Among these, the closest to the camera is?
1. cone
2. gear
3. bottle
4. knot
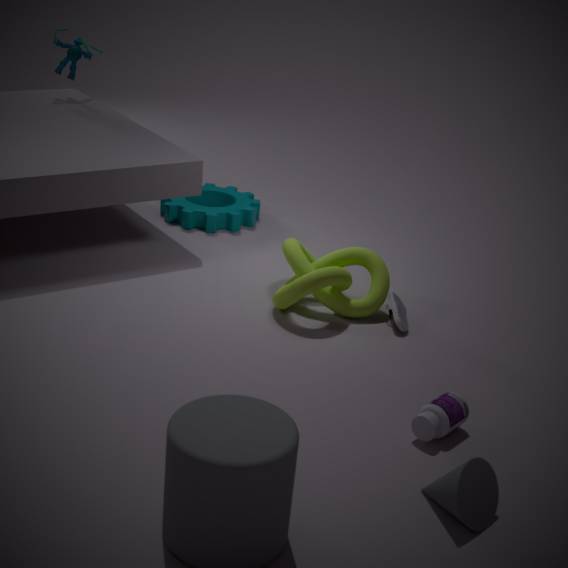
cone
